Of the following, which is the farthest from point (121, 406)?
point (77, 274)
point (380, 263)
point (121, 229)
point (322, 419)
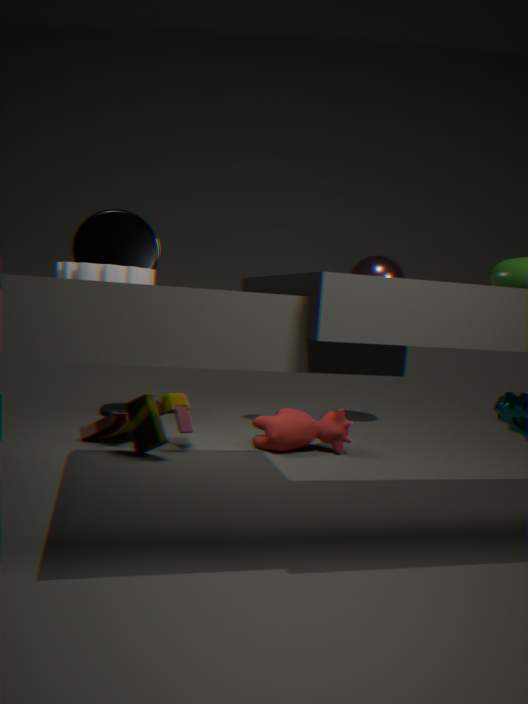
point (77, 274)
